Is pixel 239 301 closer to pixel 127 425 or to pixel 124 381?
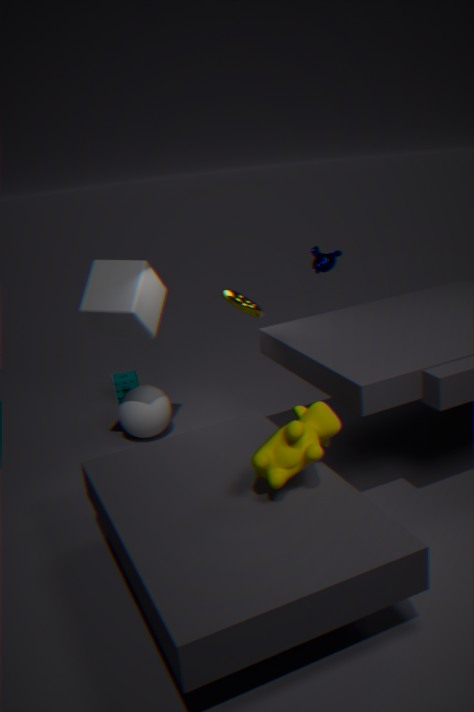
pixel 127 425
